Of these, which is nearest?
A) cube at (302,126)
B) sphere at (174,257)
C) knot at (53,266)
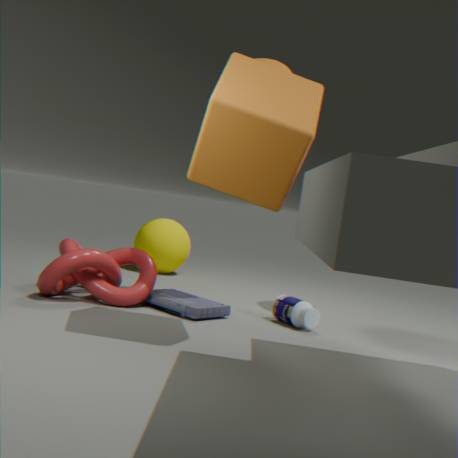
cube at (302,126)
